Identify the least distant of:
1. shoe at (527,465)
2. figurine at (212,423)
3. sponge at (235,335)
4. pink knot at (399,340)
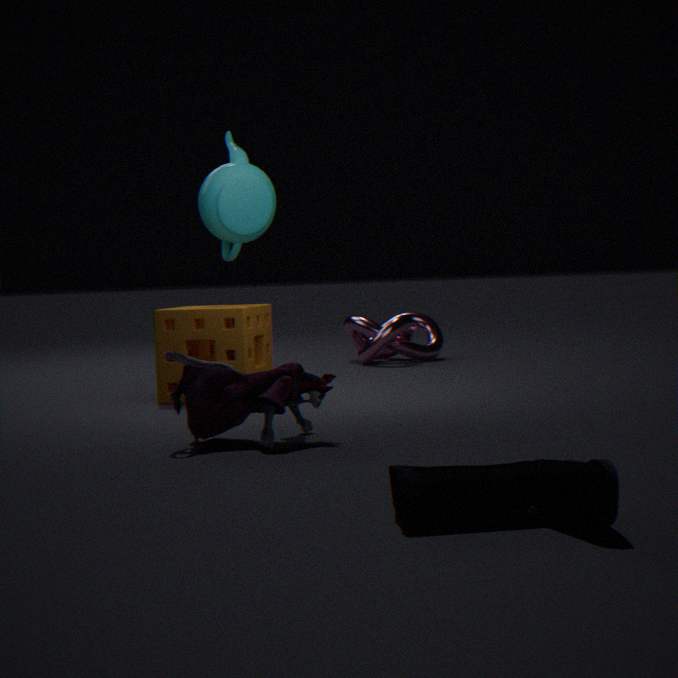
shoe at (527,465)
